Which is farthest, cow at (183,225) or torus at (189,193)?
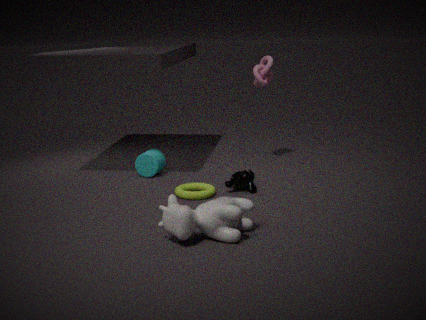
torus at (189,193)
